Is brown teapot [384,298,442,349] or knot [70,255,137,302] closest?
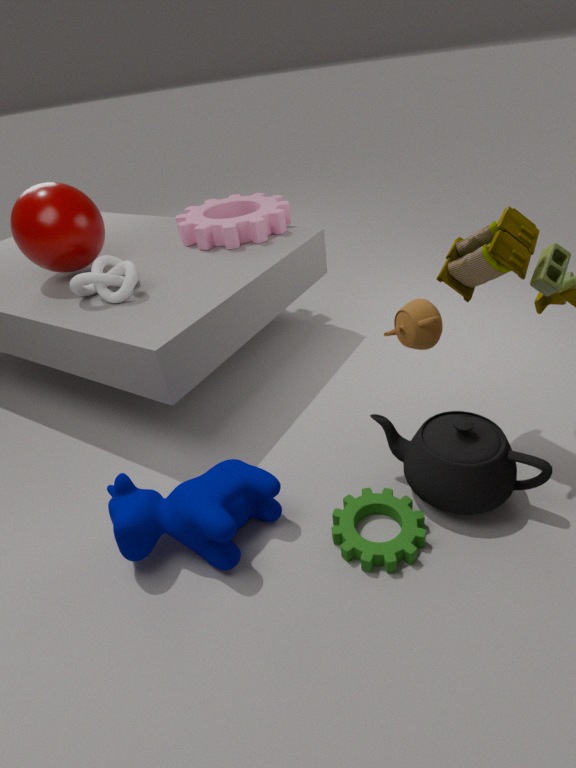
brown teapot [384,298,442,349]
